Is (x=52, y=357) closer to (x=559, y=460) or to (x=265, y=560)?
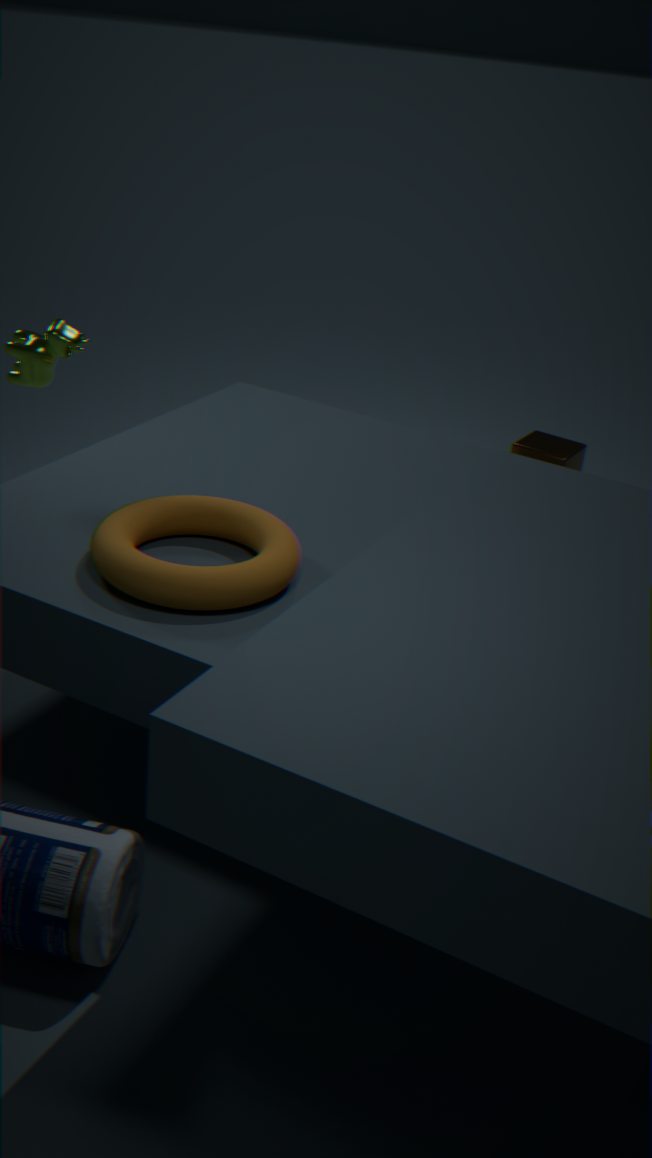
(x=265, y=560)
